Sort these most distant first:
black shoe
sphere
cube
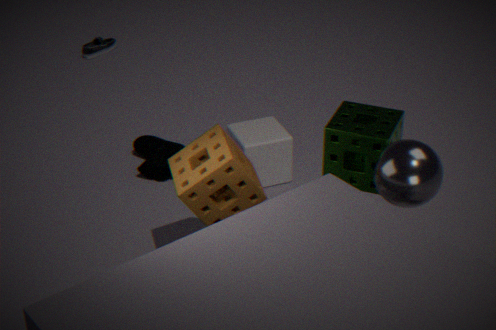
black shoe → cube → sphere
